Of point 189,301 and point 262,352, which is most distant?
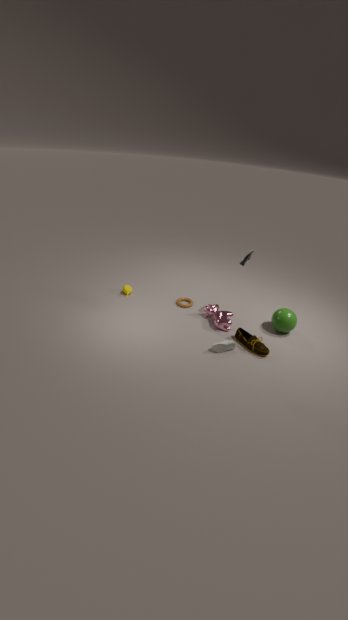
point 189,301
